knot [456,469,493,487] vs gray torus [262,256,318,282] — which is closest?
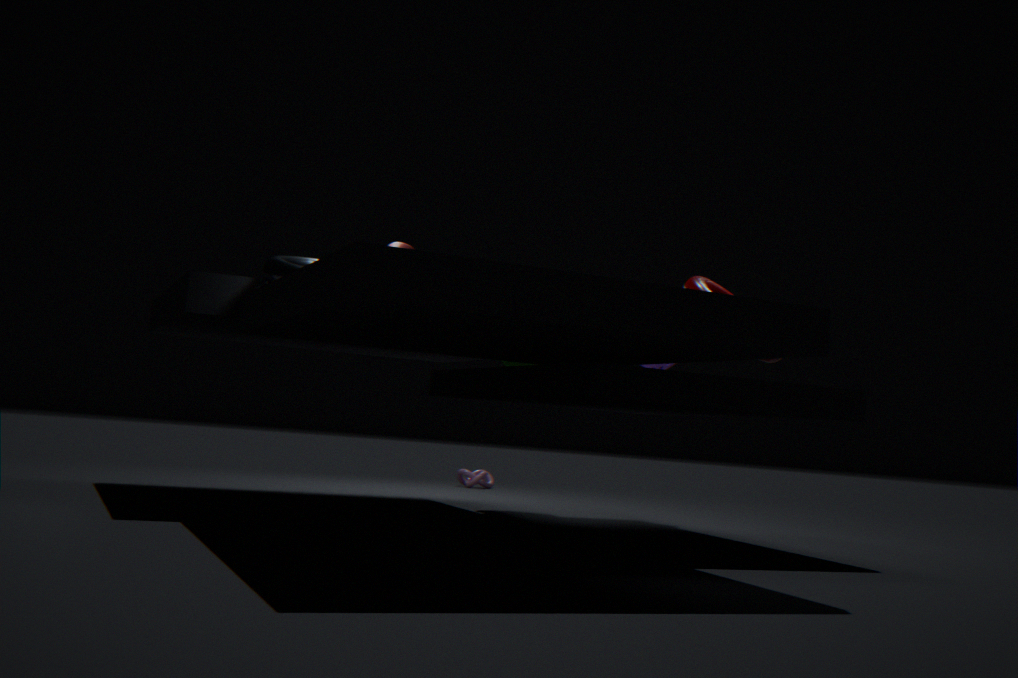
gray torus [262,256,318,282]
